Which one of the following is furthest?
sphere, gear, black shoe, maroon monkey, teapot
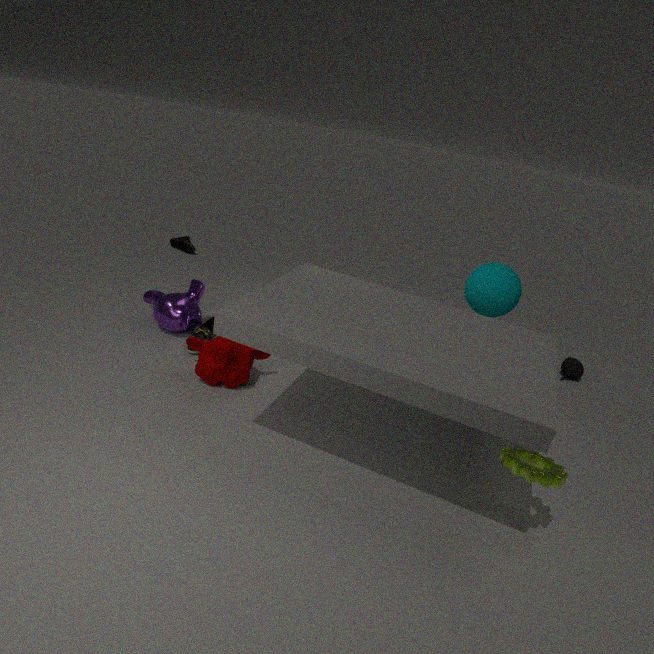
black shoe
